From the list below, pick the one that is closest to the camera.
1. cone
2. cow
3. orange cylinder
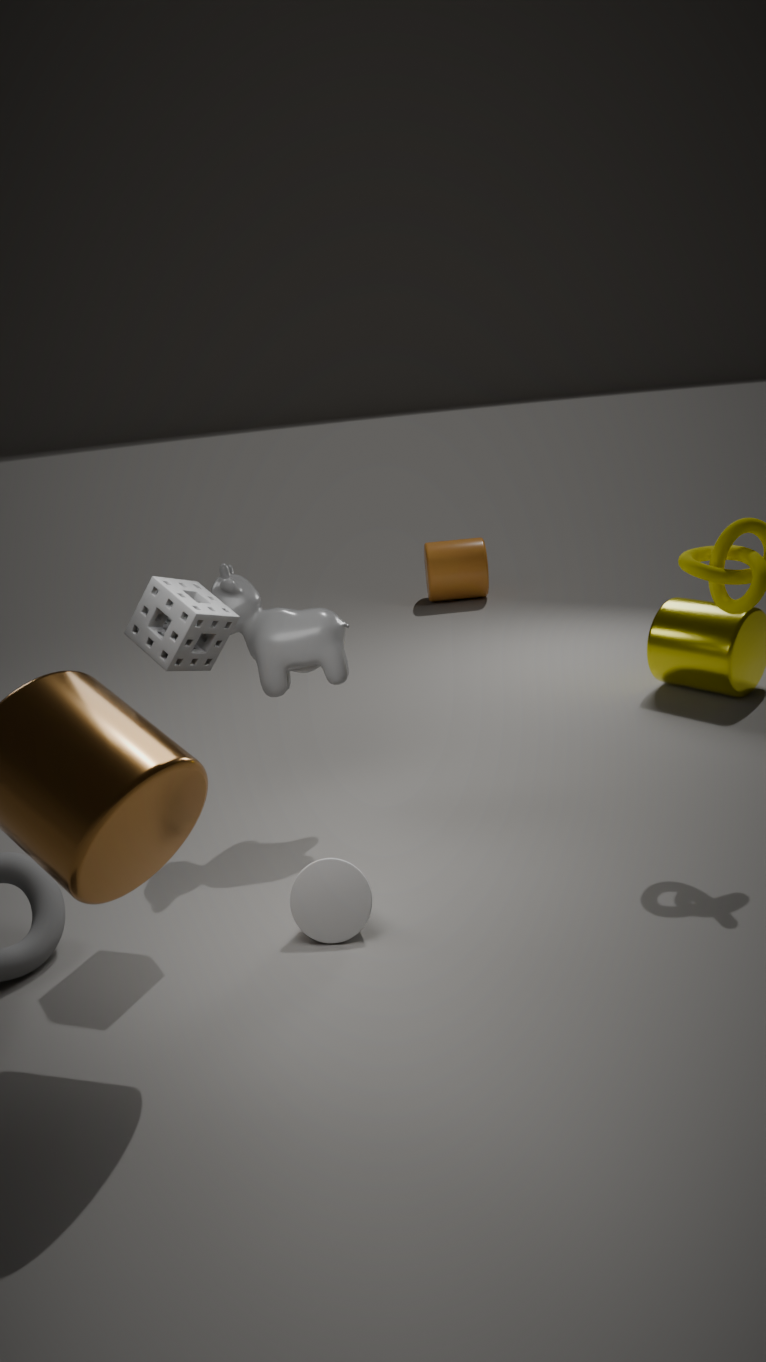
cone
